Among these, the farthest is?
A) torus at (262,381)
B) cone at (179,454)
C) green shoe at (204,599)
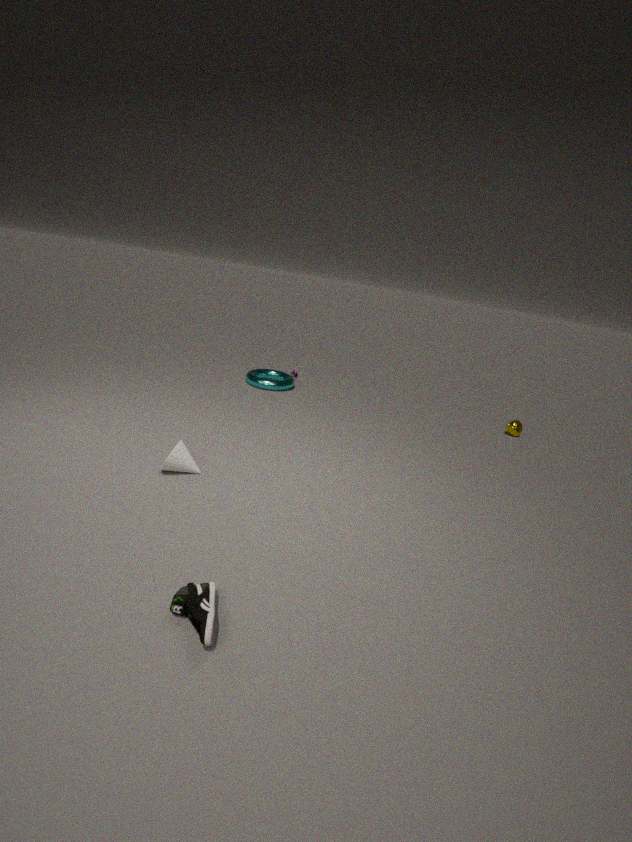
torus at (262,381)
